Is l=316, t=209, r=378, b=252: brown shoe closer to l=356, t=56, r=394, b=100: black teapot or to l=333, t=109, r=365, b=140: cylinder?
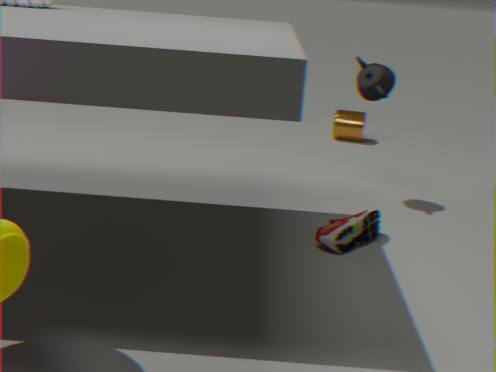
l=356, t=56, r=394, b=100: black teapot
